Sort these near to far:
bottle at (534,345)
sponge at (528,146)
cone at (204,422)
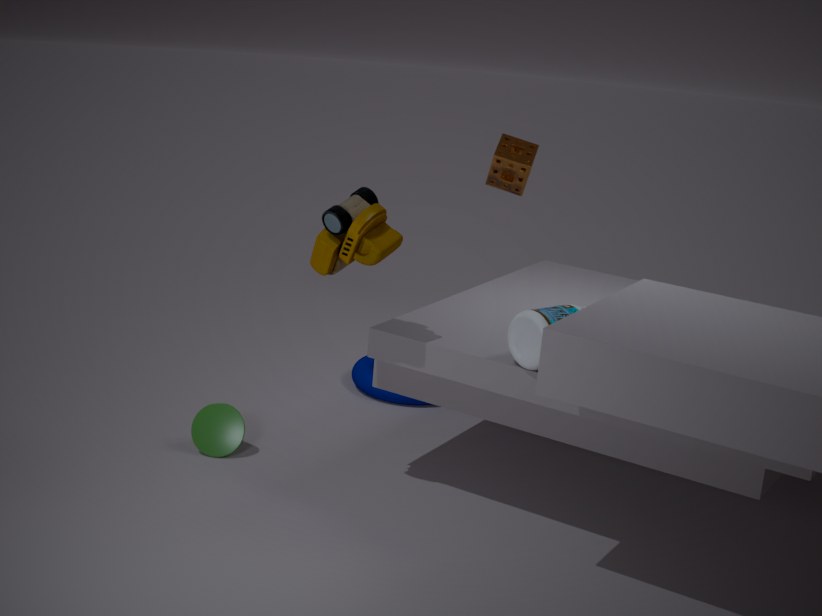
bottle at (534,345)
cone at (204,422)
sponge at (528,146)
